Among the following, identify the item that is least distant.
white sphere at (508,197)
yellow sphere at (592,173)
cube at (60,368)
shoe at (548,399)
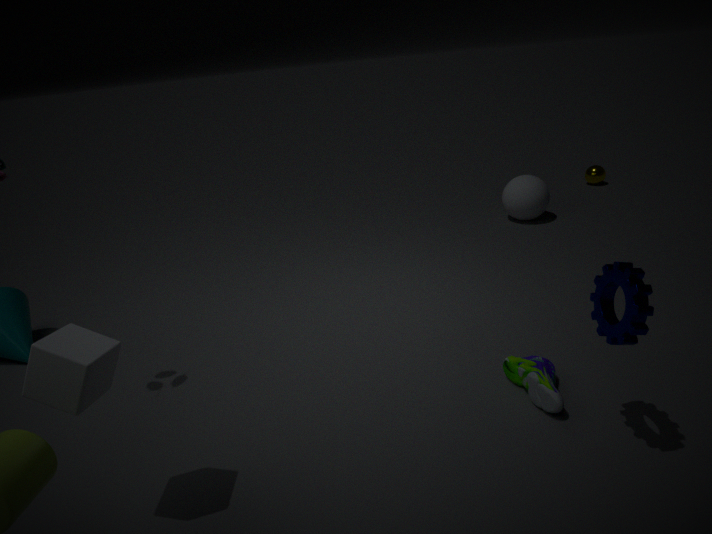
cube at (60,368)
